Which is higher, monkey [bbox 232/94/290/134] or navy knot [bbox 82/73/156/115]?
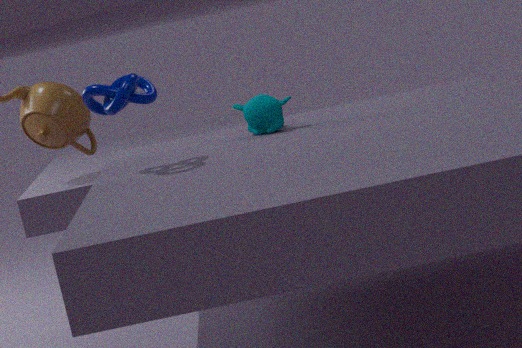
navy knot [bbox 82/73/156/115]
